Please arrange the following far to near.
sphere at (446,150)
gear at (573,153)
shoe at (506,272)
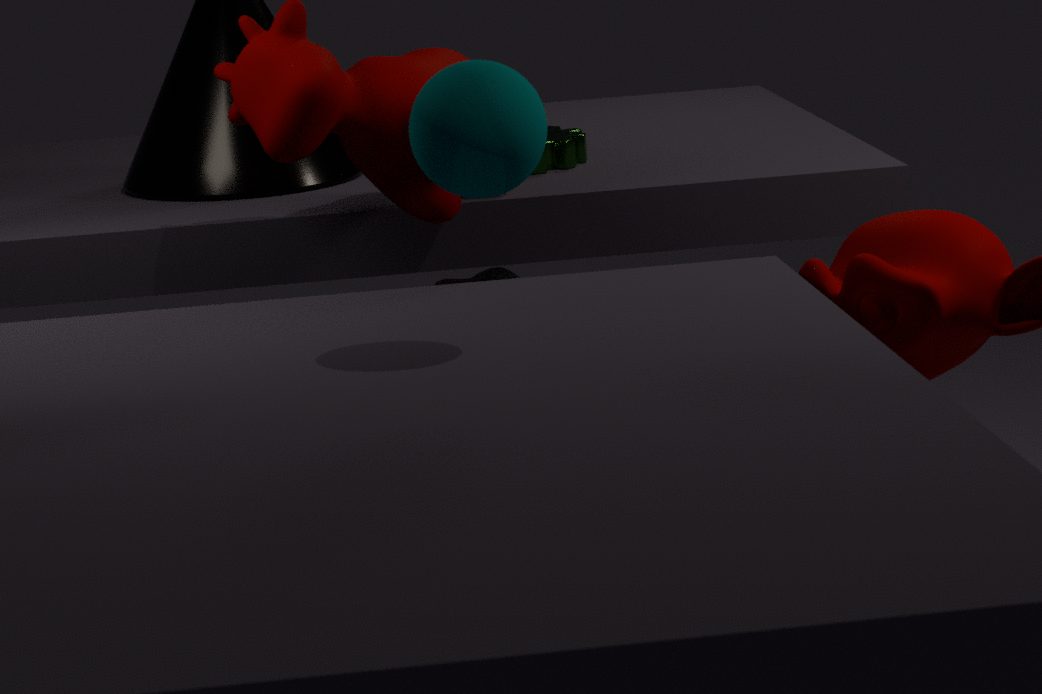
gear at (573,153) → shoe at (506,272) → sphere at (446,150)
